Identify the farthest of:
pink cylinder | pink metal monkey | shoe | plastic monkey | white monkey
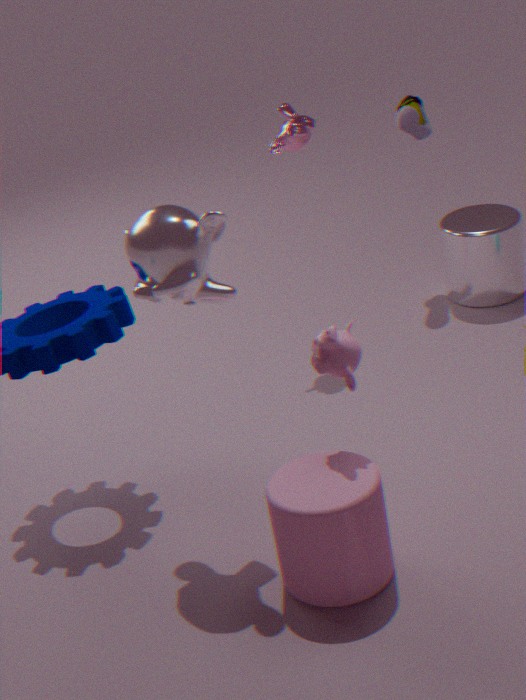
shoe
